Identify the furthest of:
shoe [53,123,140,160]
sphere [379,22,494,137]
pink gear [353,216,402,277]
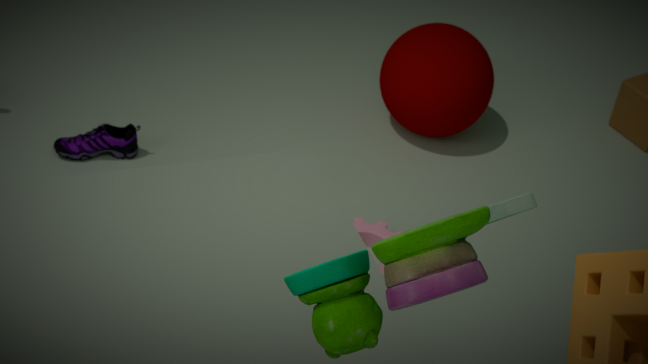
sphere [379,22,494,137]
